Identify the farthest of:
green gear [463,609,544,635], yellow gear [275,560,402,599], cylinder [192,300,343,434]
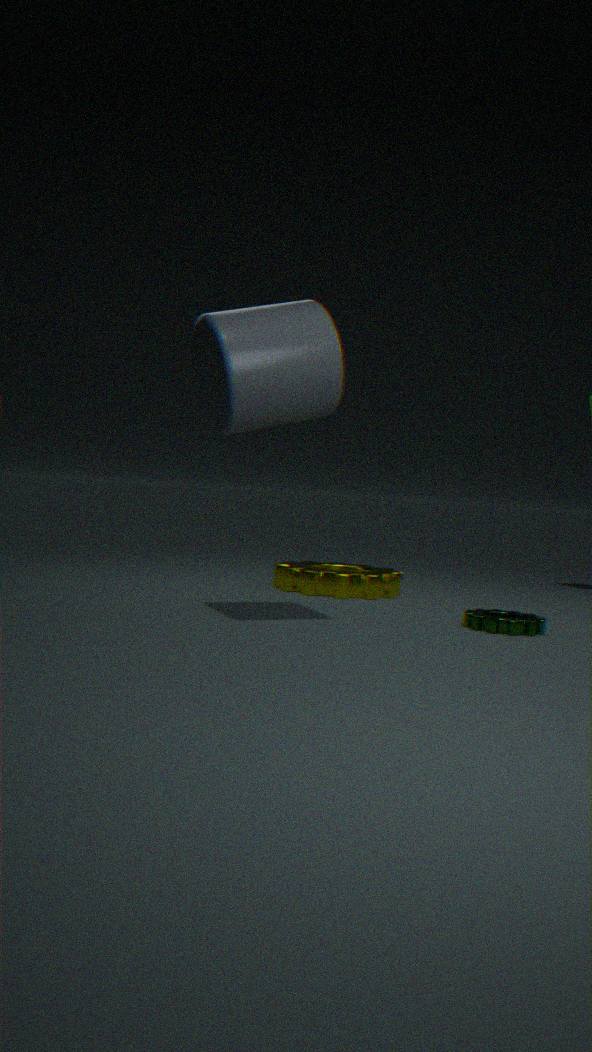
yellow gear [275,560,402,599]
